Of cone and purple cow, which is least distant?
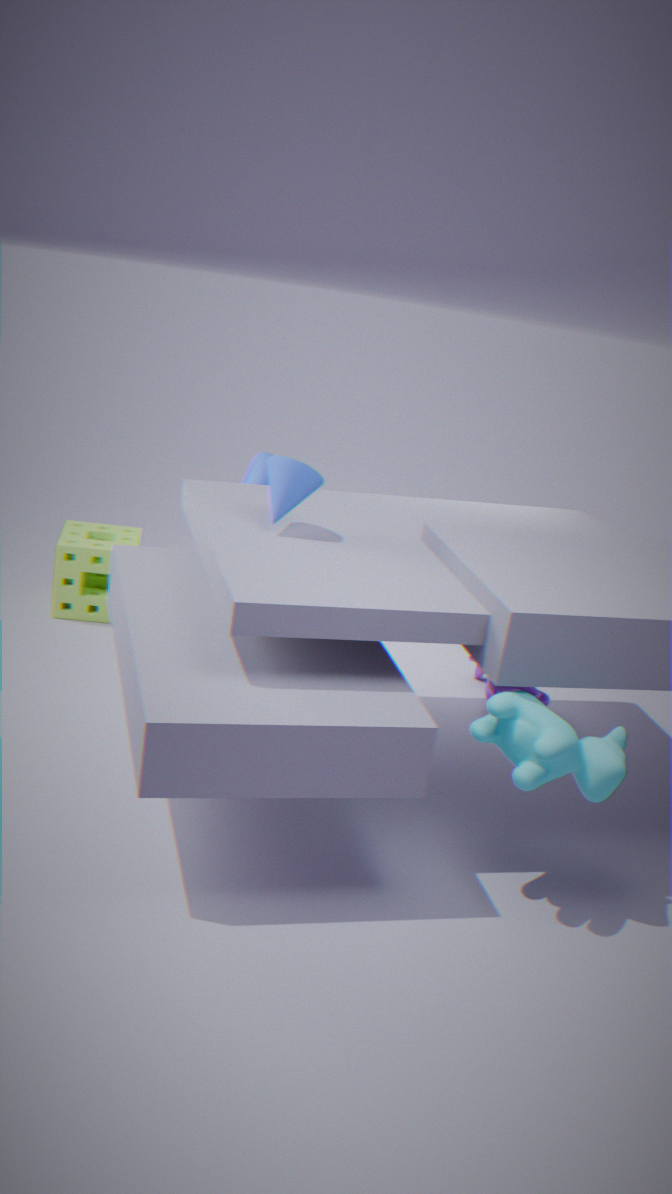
cone
